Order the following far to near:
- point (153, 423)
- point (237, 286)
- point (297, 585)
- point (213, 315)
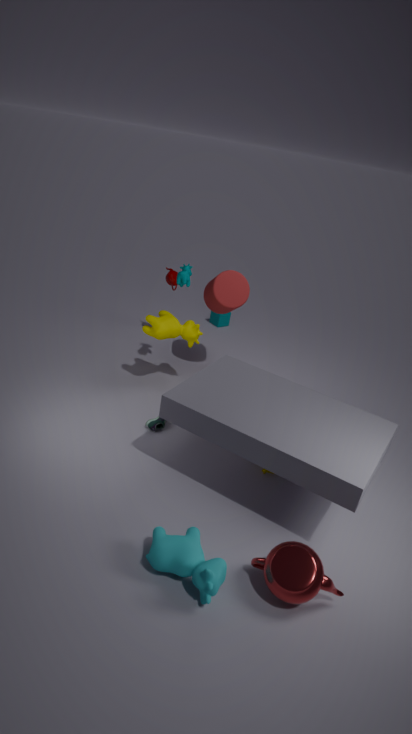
point (213, 315)
point (237, 286)
point (153, 423)
point (297, 585)
